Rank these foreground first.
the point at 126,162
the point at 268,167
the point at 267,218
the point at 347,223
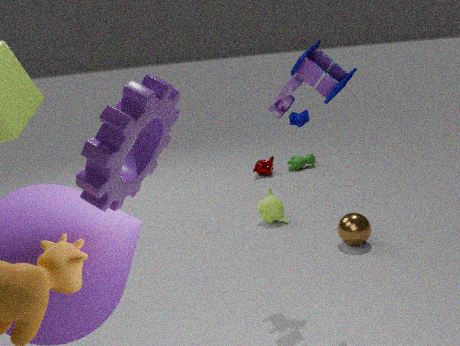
the point at 126,162
the point at 347,223
the point at 267,218
the point at 268,167
